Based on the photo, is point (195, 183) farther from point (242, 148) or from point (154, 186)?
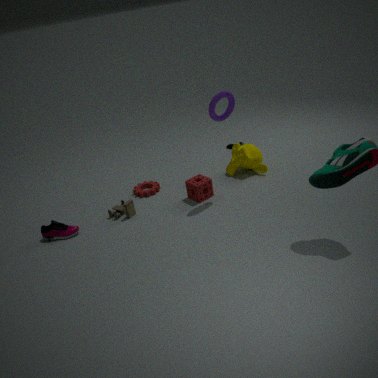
point (242, 148)
